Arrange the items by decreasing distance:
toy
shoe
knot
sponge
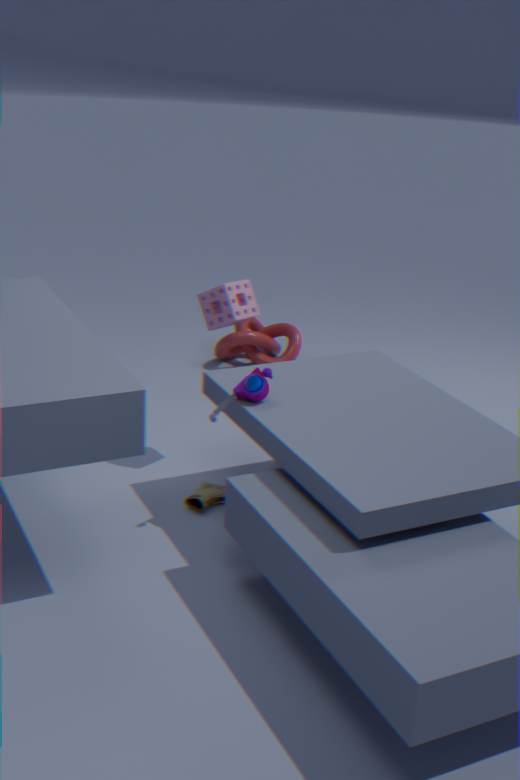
1. knot
2. sponge
3. shoe
4. toy
